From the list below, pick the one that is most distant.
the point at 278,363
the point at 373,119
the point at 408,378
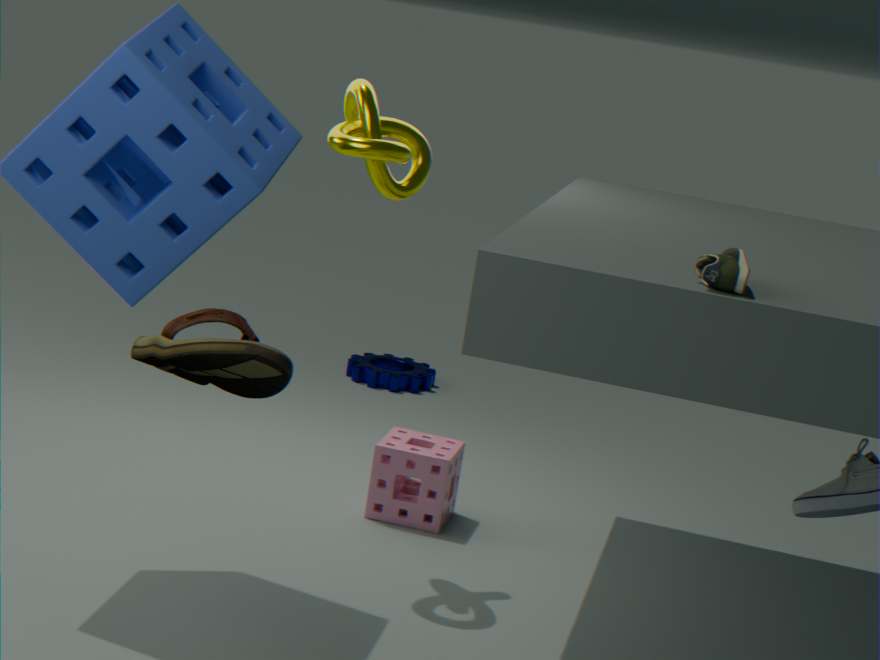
the point at 408,378
